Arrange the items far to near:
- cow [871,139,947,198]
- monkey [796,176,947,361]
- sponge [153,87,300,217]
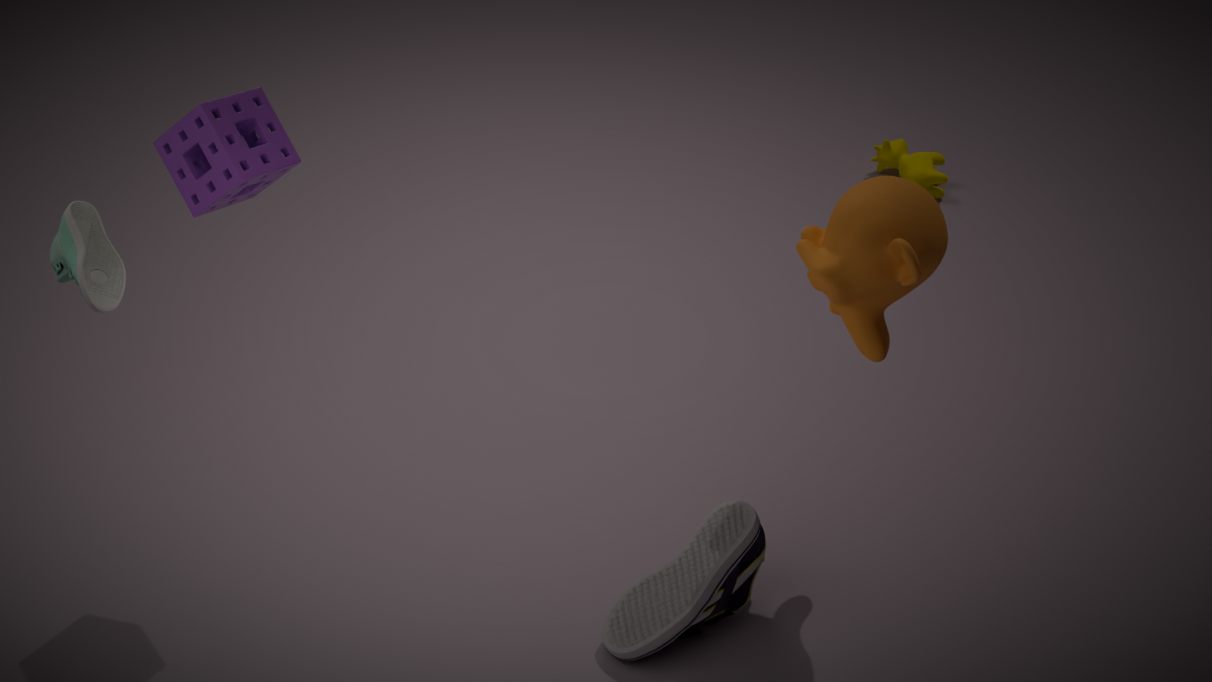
cow [871,139,947,198], monkey [796,176,947,361], sponge [153,87,300,217]
